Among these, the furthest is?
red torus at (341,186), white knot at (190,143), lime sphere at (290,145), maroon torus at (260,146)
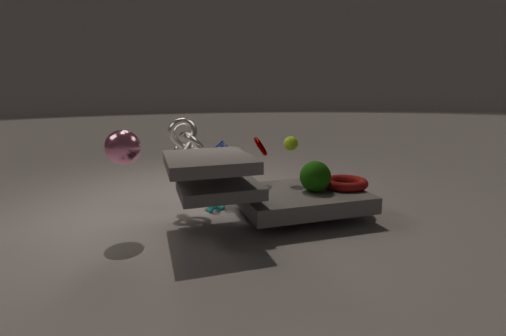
lime sphere at (290,145)
